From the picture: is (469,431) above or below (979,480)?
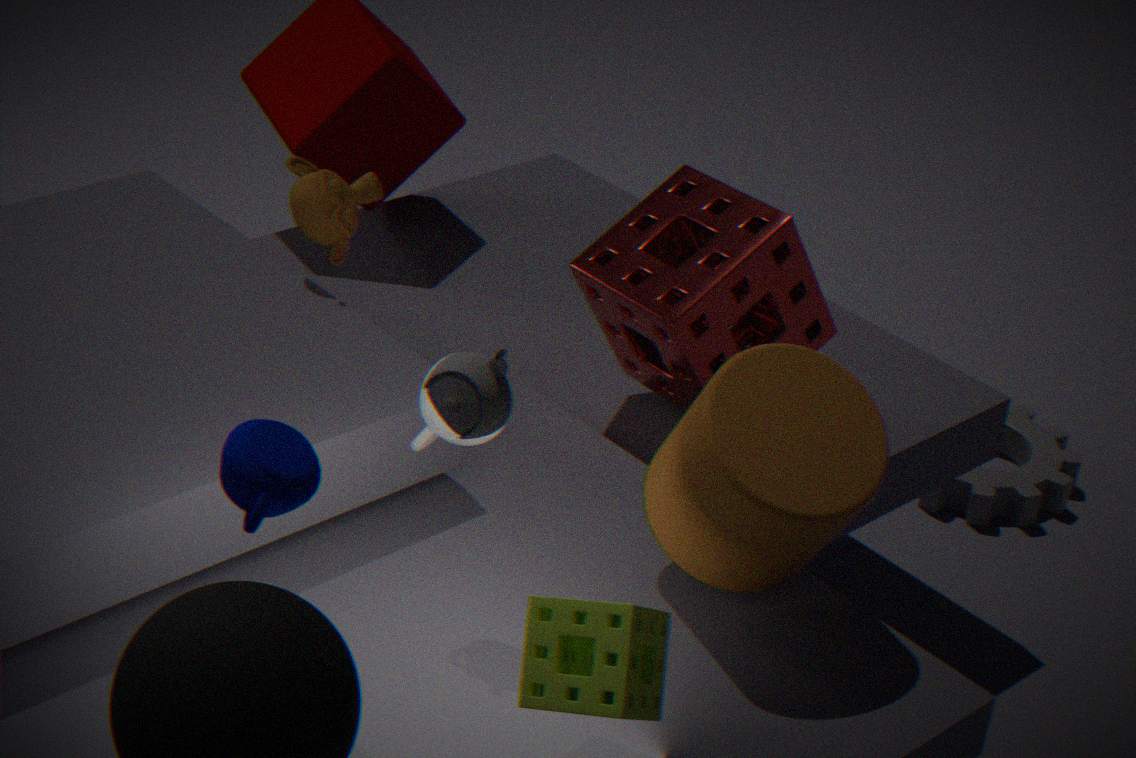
above
